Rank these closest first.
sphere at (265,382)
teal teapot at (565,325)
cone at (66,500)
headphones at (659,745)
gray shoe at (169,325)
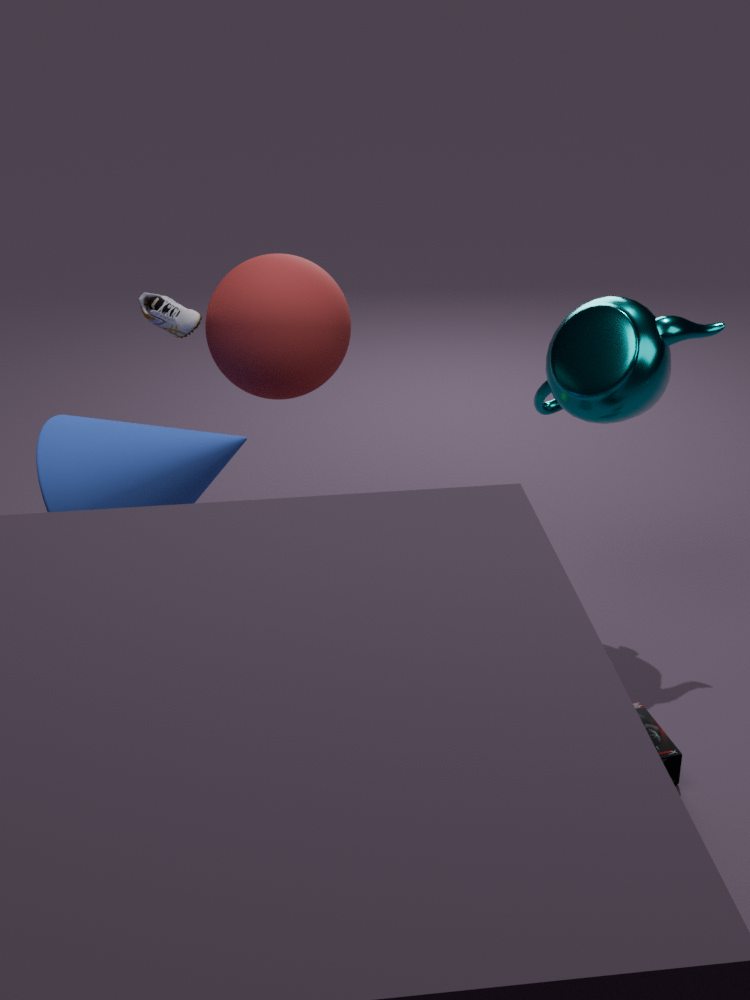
cone at (66,500)
headphones at (659,745)
sphere at (265,382)
gray shoe at (169,325)
teal teapot at (565,325)
